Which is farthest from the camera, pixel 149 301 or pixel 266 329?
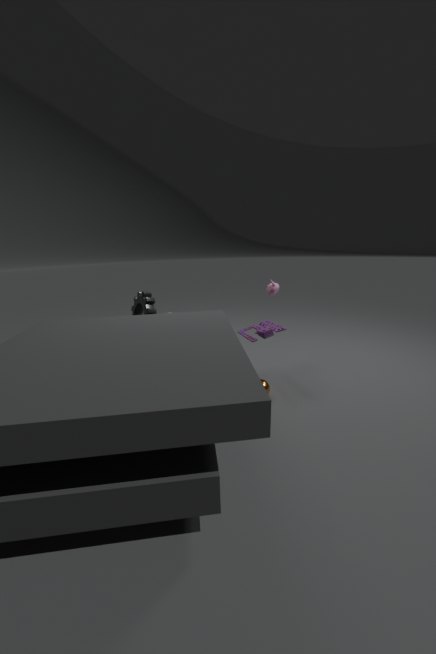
pixel 149 301
